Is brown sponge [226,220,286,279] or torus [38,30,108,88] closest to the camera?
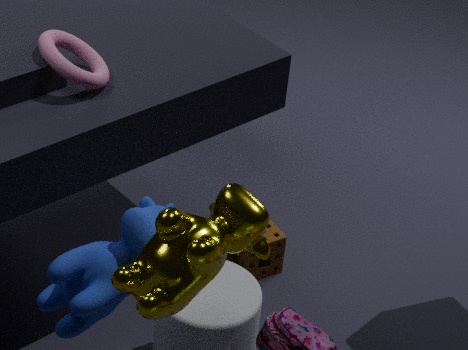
torus [38,30,108,88]
